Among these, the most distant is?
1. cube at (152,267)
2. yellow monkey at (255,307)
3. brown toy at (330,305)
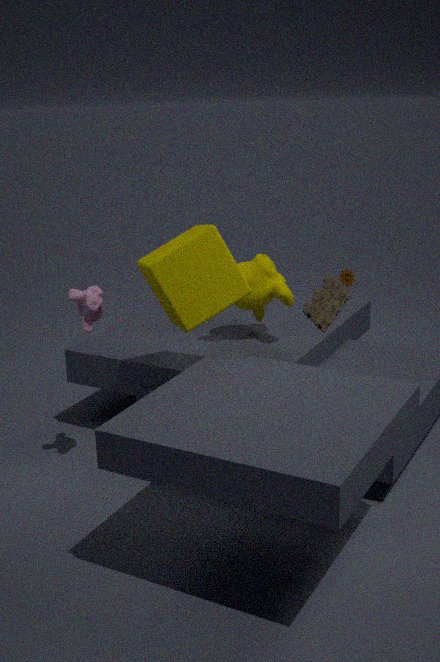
yellow monkey at (255,307)
